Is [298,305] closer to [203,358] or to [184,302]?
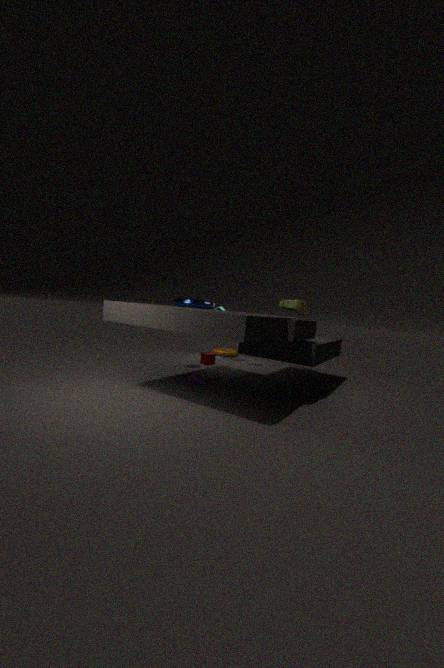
[203,358]
